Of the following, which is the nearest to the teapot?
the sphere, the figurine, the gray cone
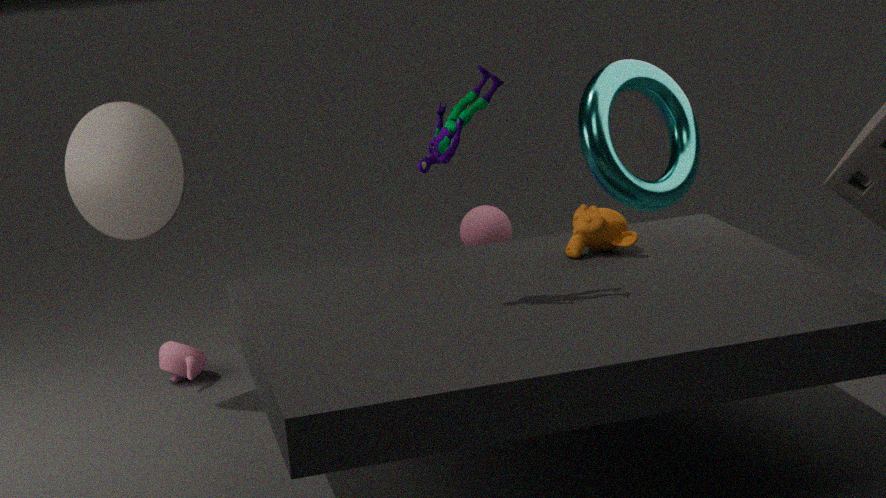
the gray cone
